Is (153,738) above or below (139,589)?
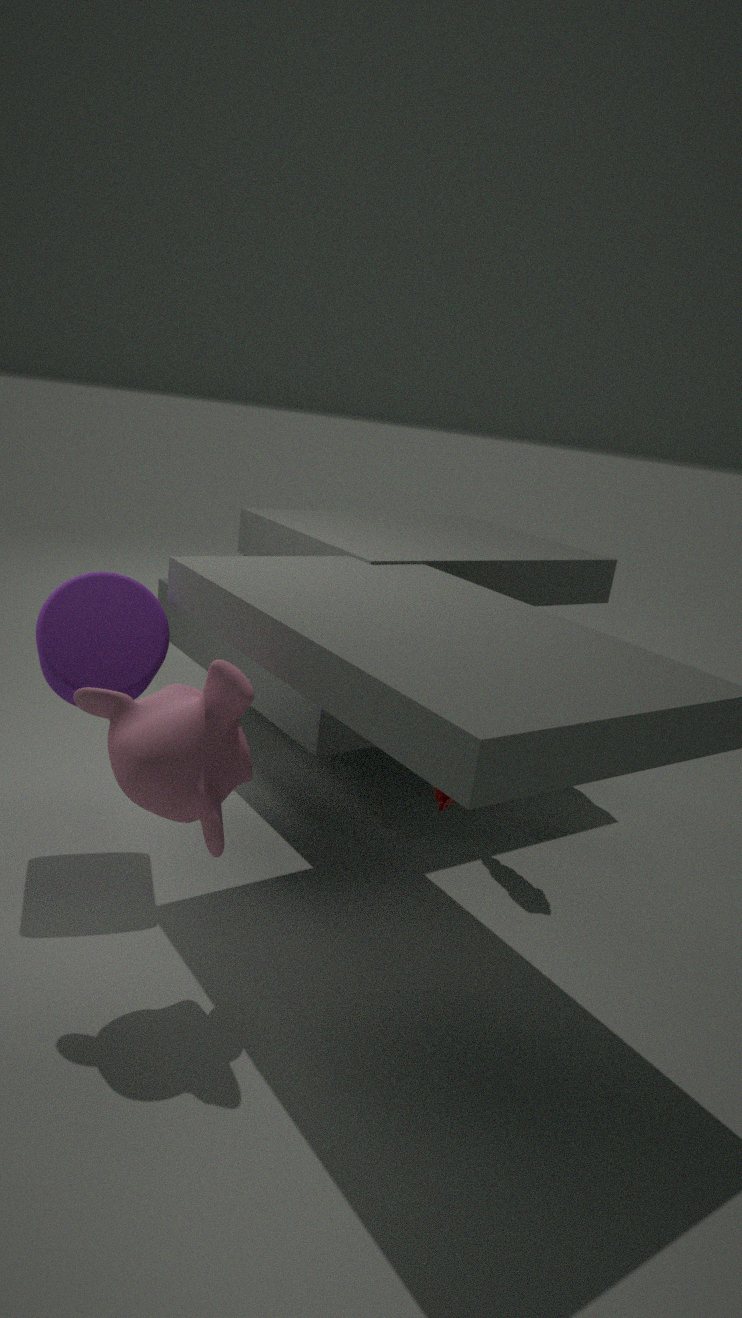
below
